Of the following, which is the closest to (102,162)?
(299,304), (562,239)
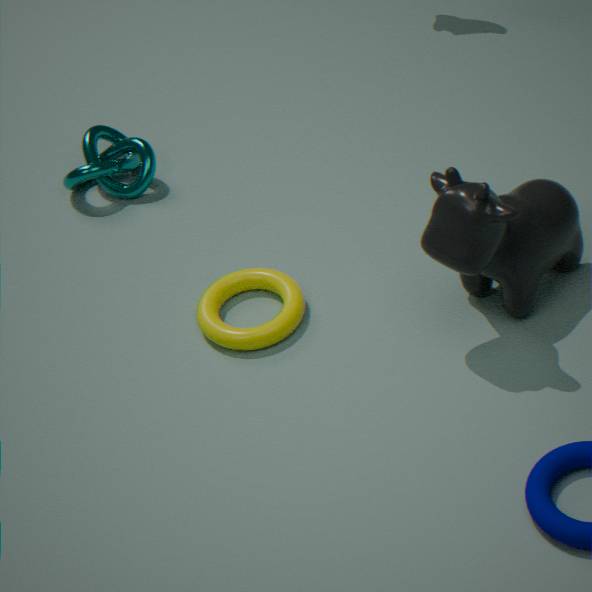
(299,304)
